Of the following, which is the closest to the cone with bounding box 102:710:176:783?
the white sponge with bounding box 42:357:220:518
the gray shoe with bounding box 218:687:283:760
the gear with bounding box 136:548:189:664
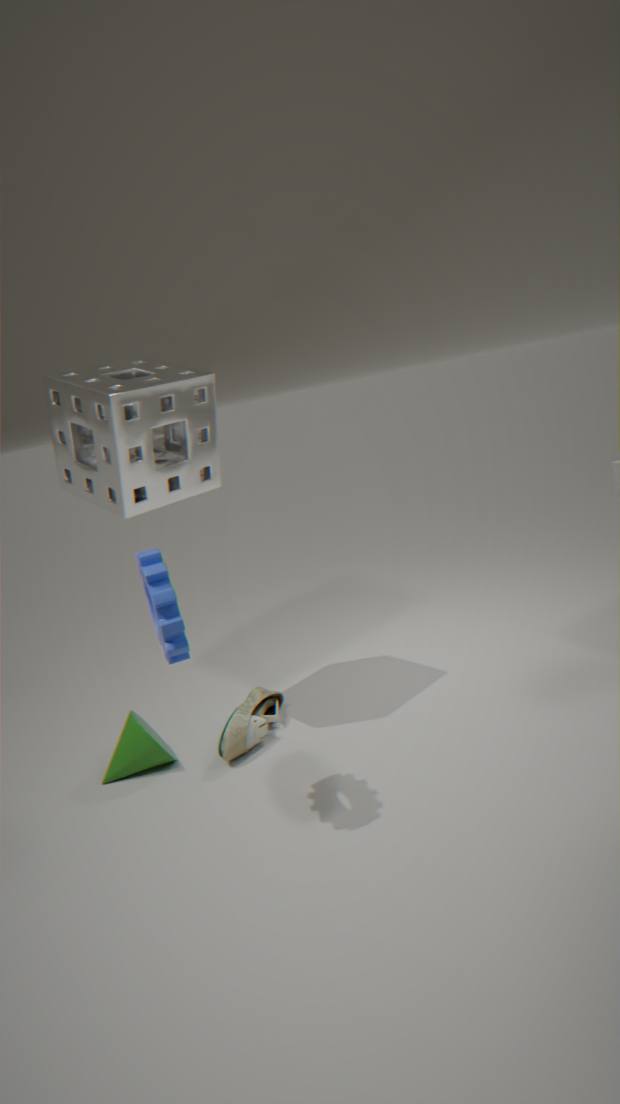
the gray shoe with bounding box 218:687:283:760
